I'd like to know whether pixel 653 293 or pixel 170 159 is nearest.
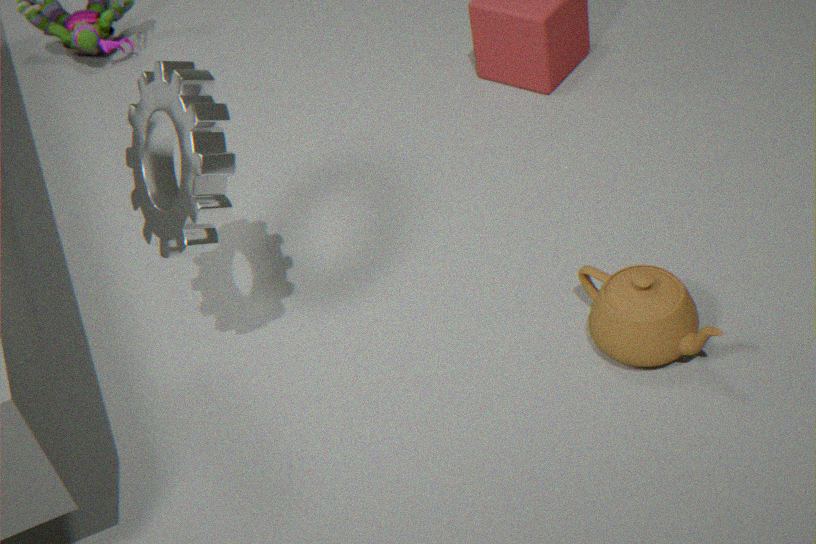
pixel 170 159
